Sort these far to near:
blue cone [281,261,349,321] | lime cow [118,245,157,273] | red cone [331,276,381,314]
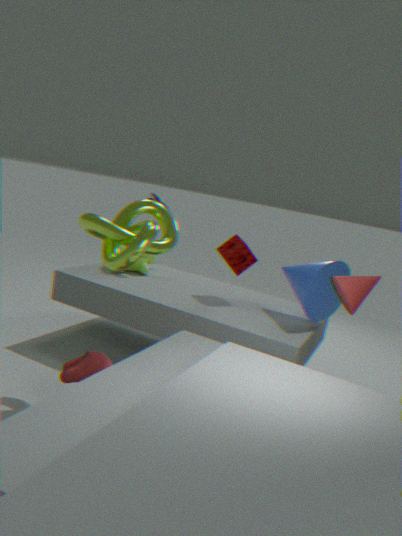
lime cow [118,245,157,273] → blue cone [281,261,349,321] → red cone [331,276,381,314]
